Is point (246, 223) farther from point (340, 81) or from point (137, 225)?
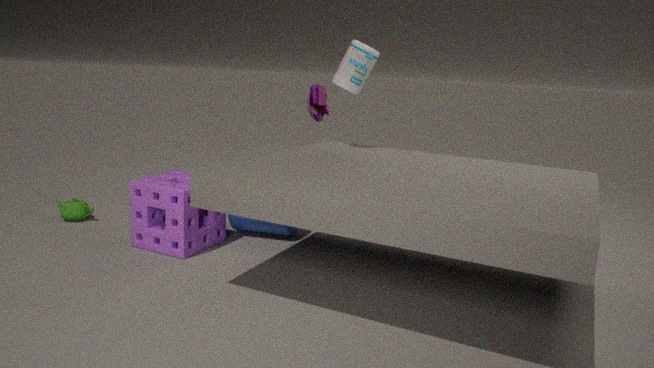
point (340, 81)
